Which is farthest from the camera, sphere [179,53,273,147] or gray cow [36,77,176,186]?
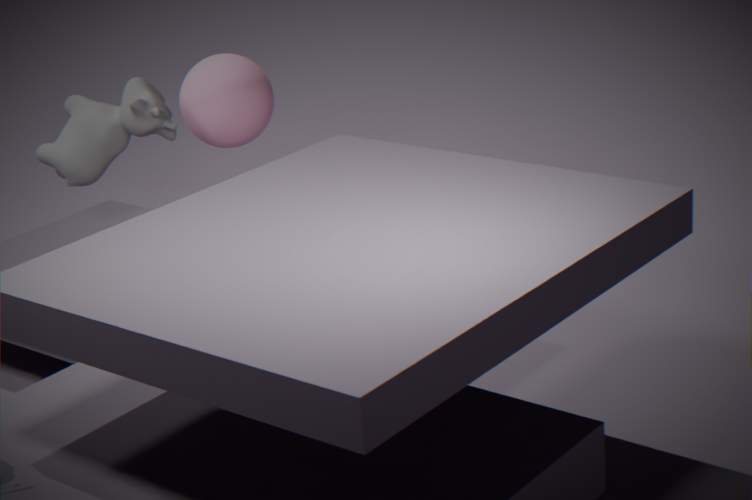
sphere [179,53,273,147]
